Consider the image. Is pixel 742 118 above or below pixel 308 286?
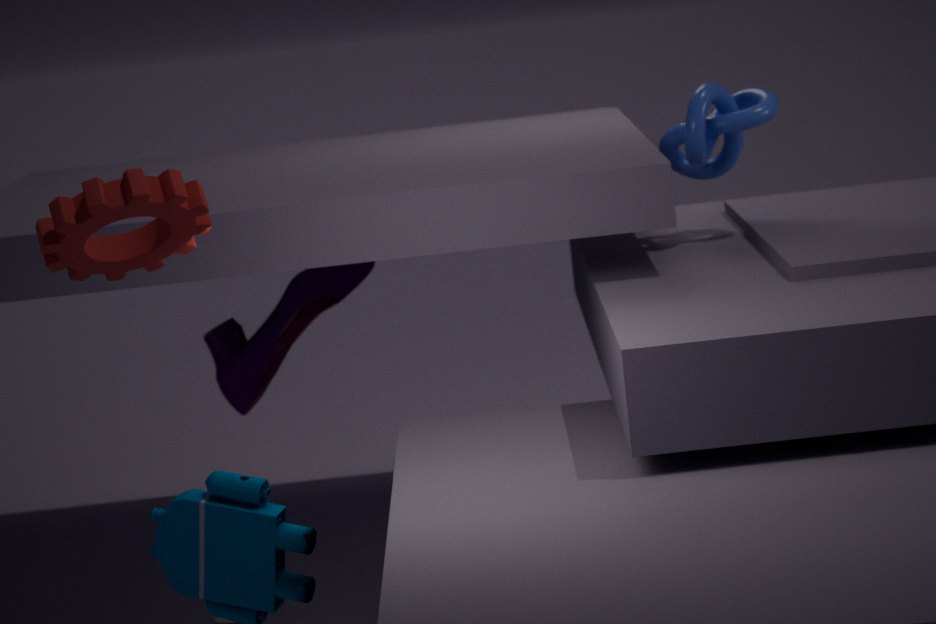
above
